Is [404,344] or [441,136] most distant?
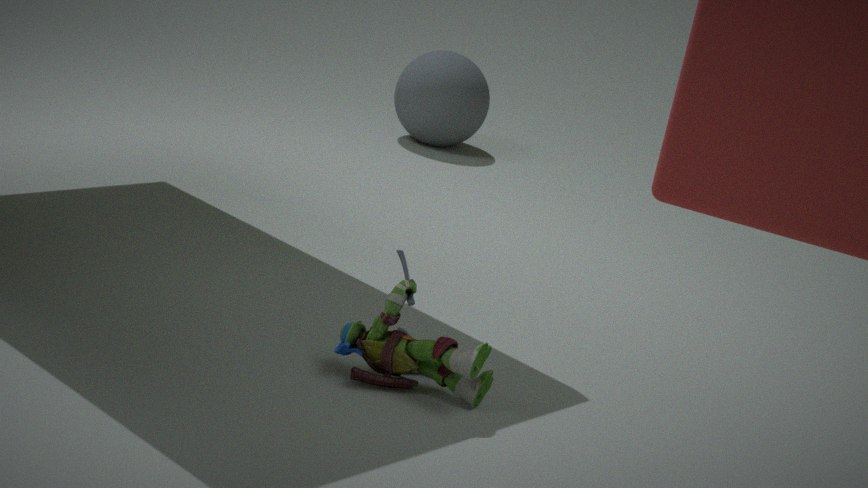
[441,136]
